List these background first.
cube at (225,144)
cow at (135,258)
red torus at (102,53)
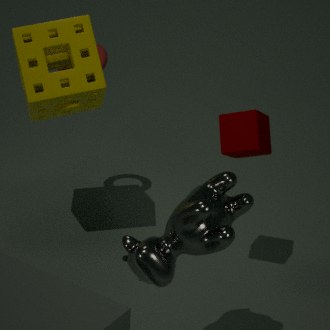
1. red torus at (102,53)
2. cube at (225,144)
3. cow at (135,258)
